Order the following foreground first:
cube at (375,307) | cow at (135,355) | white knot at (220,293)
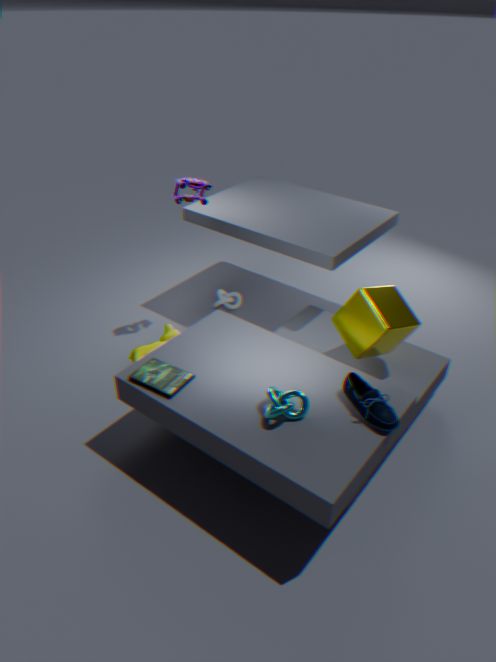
cube at (375,307) → cow at (135,355) → white knot at (220,293)
